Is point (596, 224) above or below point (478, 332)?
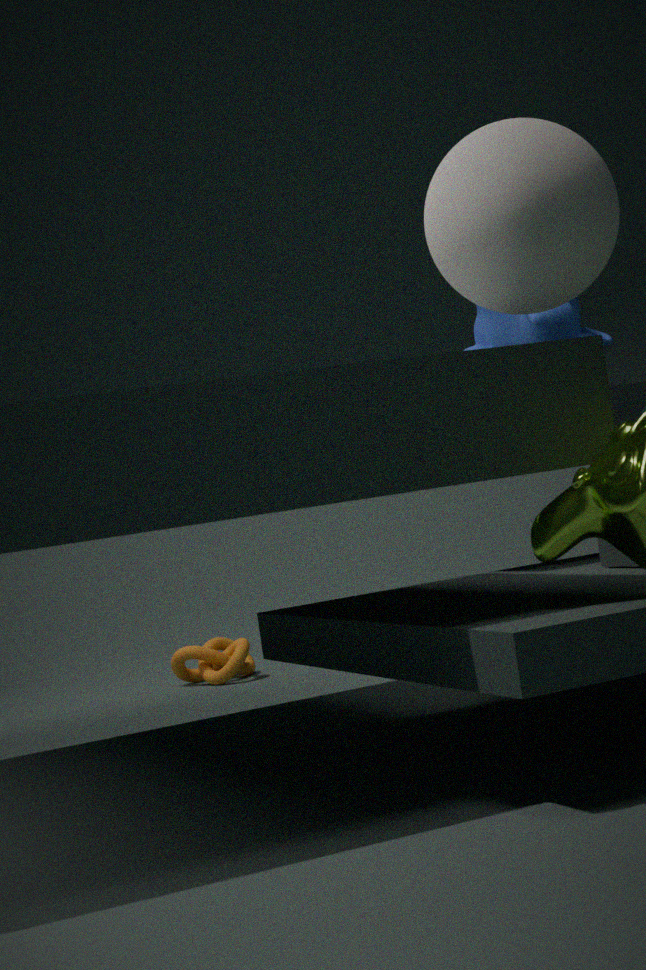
above
